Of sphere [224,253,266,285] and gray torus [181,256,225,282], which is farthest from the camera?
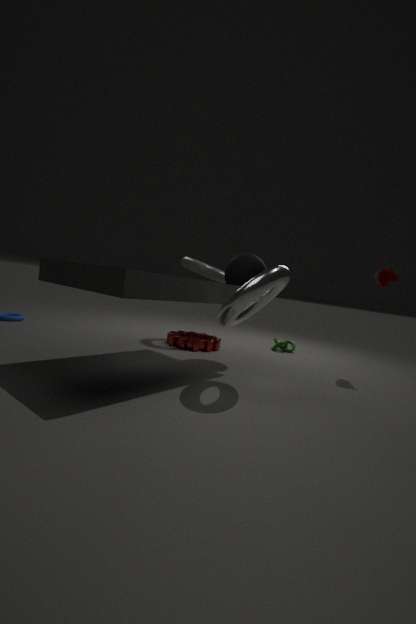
gray torus [181,256,225,282]
